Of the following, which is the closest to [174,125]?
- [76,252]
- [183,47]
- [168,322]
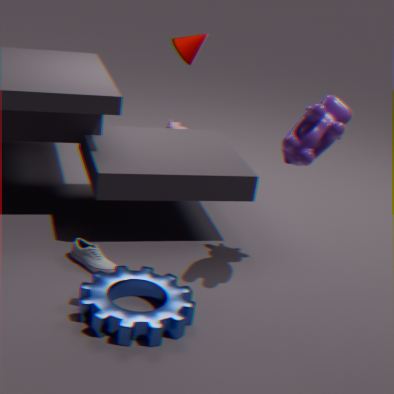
[183,47]
